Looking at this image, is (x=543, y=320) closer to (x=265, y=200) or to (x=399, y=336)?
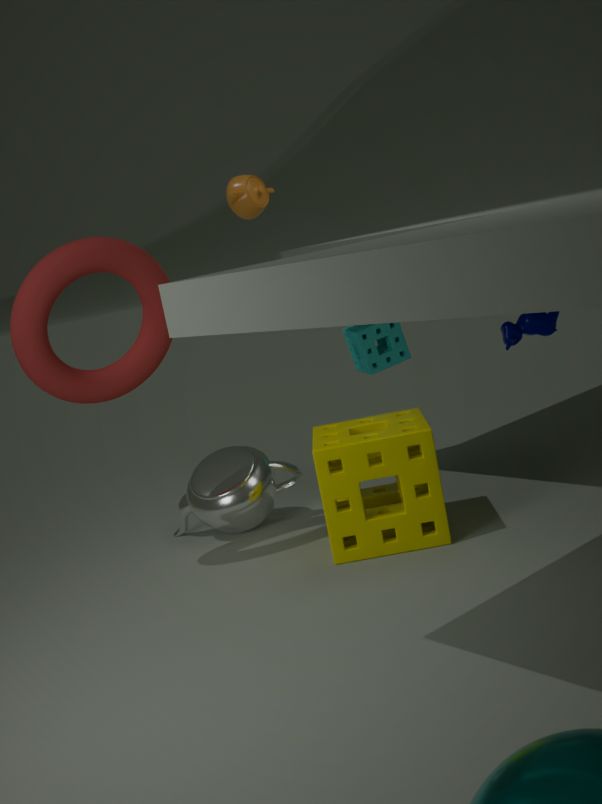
(x=399, y=336)
